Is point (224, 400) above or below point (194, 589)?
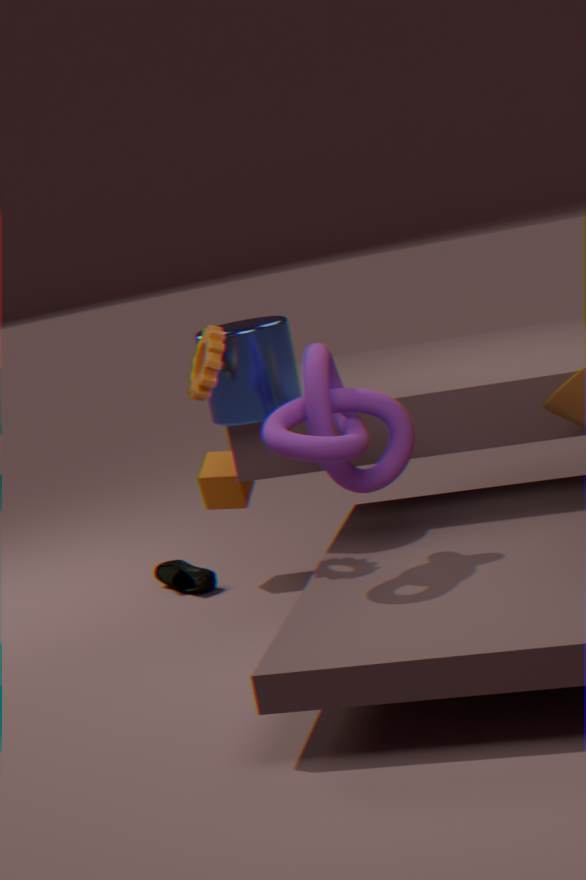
above
